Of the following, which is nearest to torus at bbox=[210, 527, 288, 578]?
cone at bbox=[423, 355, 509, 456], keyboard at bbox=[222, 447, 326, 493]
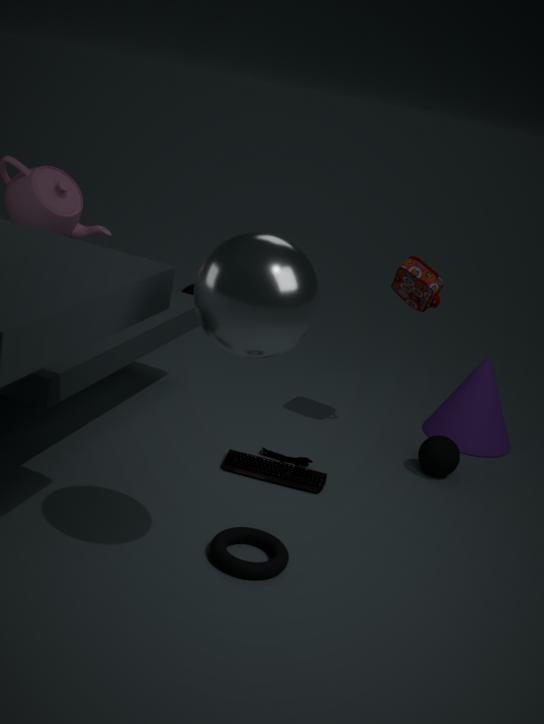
keyboard at bbox=[222, 447, 326, 493]
